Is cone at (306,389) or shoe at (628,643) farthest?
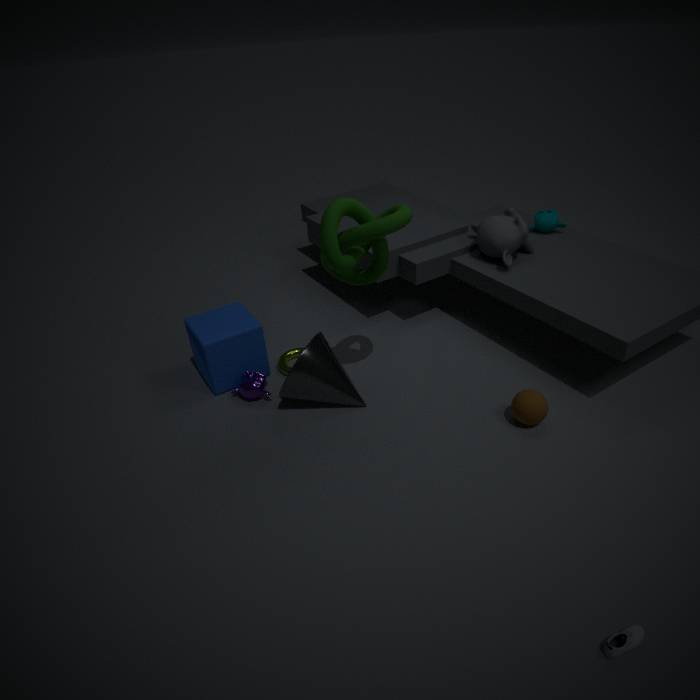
cone at (306,389)
